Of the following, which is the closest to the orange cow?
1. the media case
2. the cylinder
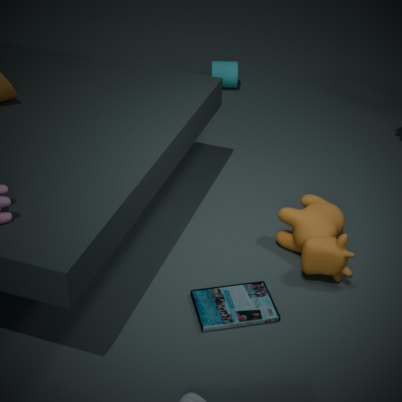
the media case
